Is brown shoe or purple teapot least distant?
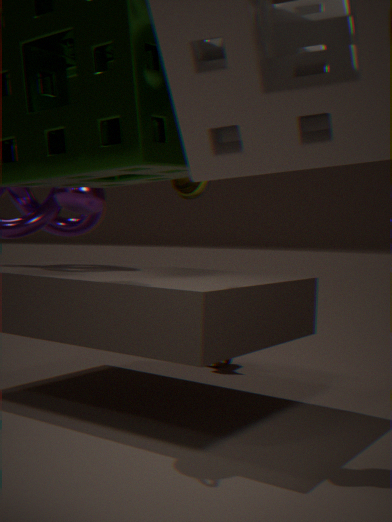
purple teapot
